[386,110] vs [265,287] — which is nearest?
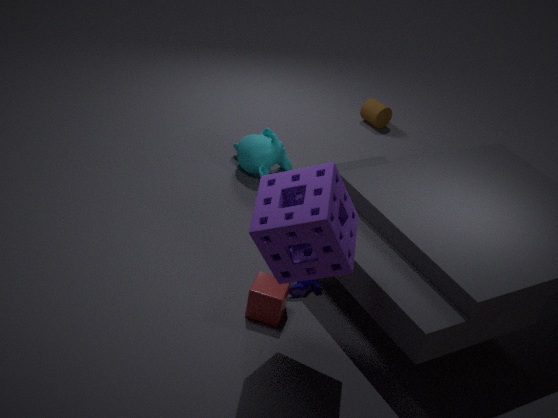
[265,287]
